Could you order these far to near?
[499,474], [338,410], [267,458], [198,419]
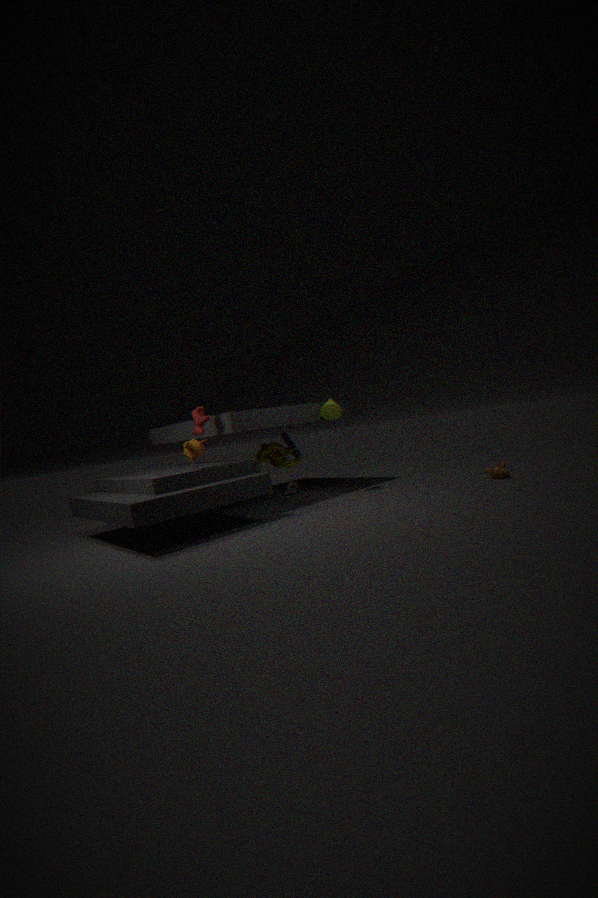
[267,458] → [338,410] → [499,474] → [198,419]
